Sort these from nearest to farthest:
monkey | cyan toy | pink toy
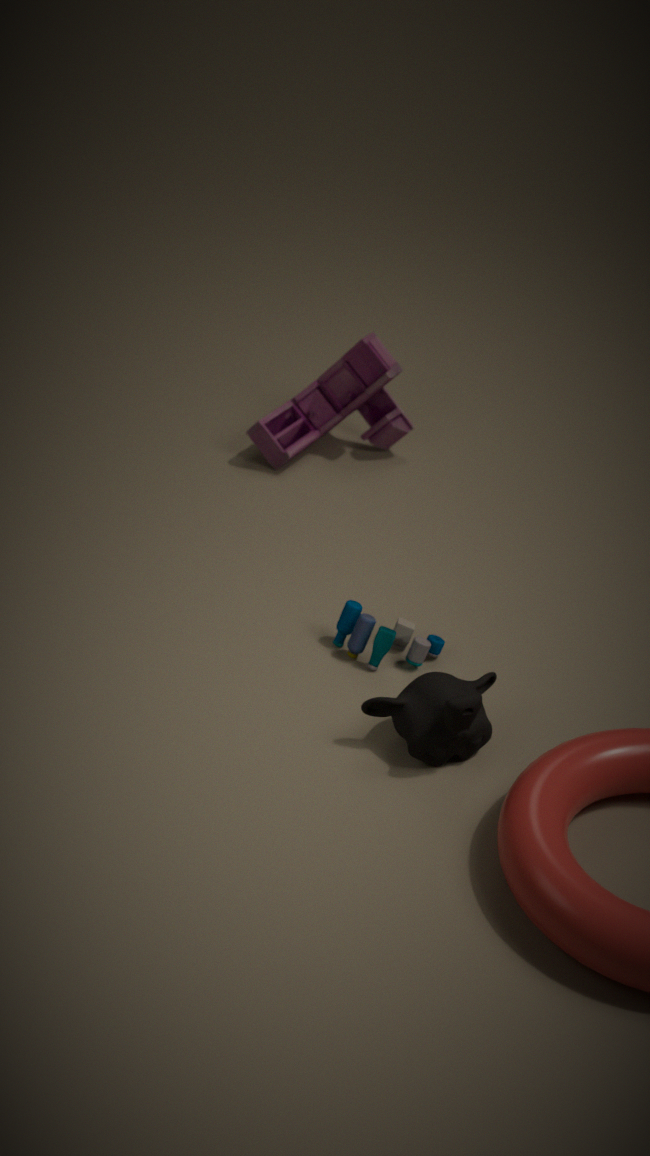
monkey
cyan toy
pink toy
